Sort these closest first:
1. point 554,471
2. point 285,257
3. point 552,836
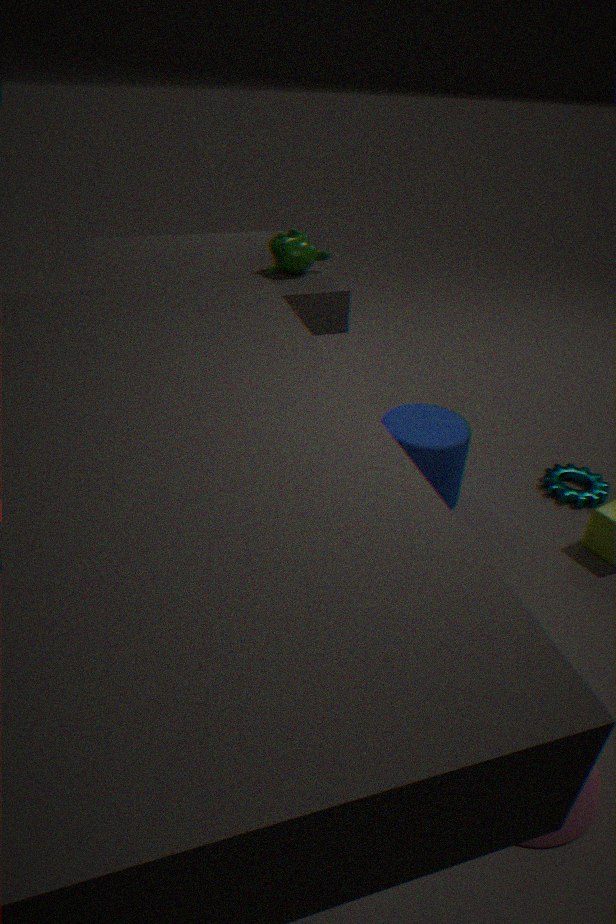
point 552,836 → point 285,257 → point 554,471
